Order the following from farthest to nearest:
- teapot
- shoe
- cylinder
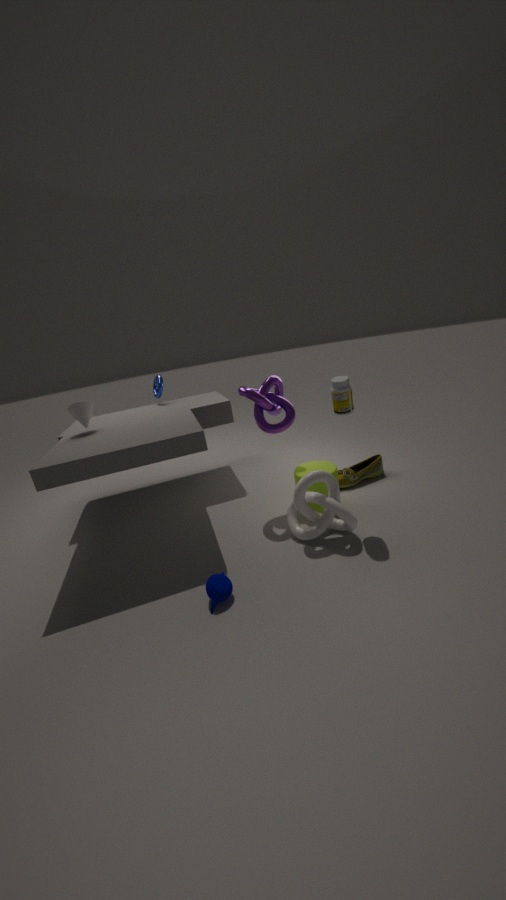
shoe < cylinder < teapot
